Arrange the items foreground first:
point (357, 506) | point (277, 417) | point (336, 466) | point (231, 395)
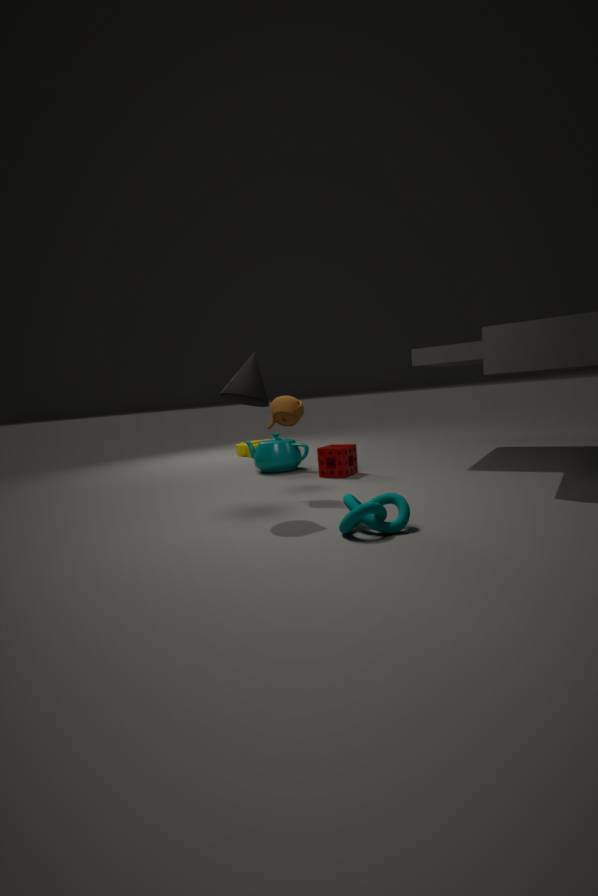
point (357, 506) < point (231, 395) < point (277, 417) < point (336, 466)
